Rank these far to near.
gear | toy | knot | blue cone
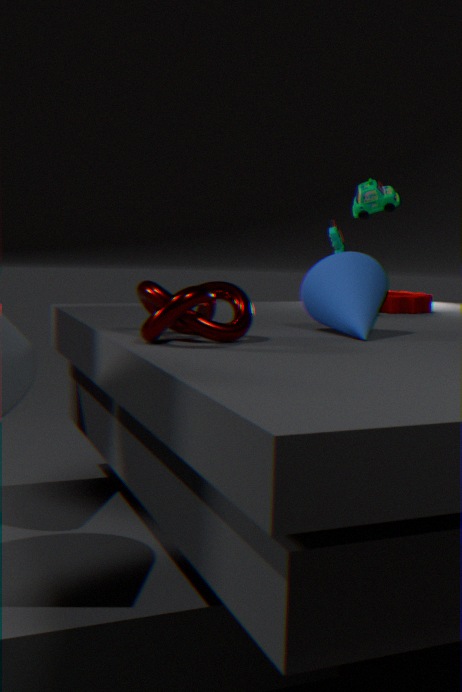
gear
toy
blue cone
knot
